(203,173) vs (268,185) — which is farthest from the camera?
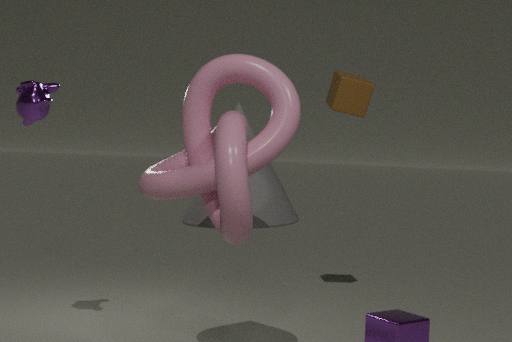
(268,185)
